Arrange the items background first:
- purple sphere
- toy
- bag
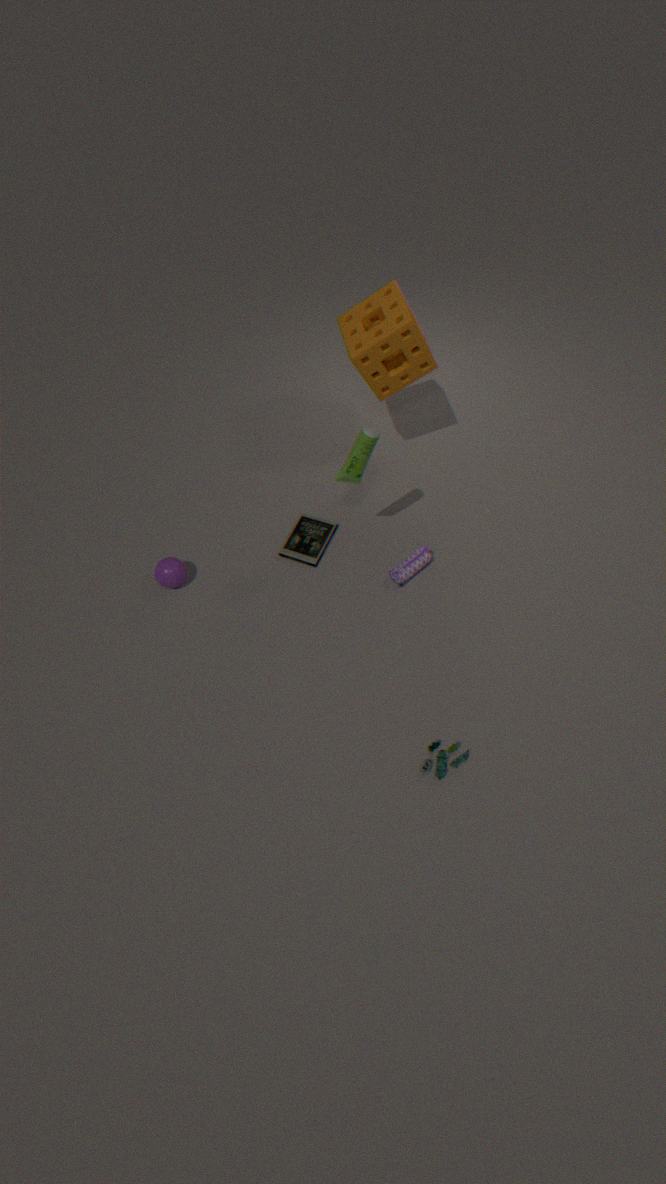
1. purple sphere
2. bag
3. toy
